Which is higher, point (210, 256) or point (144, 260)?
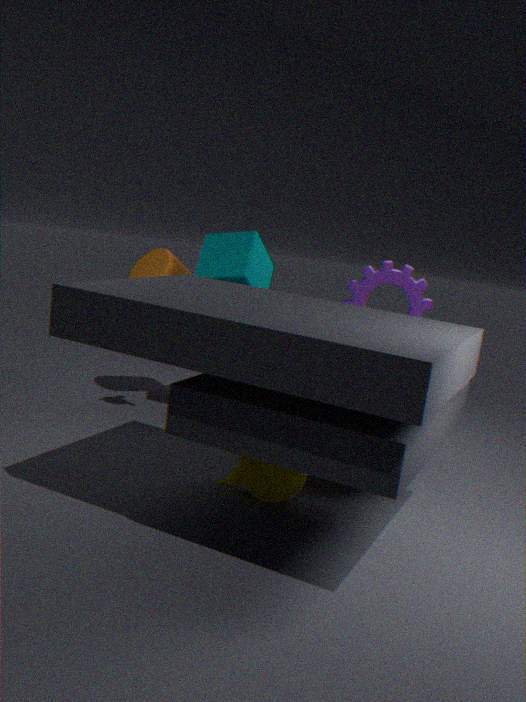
point (210, 256)
